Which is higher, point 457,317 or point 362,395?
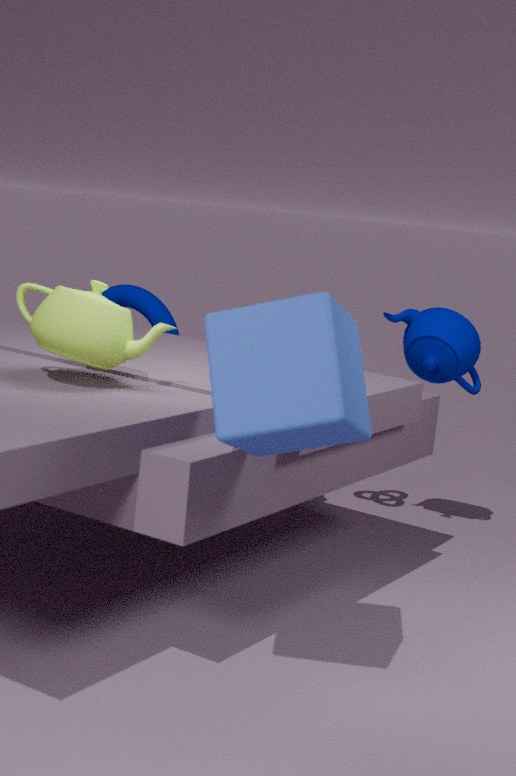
point 362,395
